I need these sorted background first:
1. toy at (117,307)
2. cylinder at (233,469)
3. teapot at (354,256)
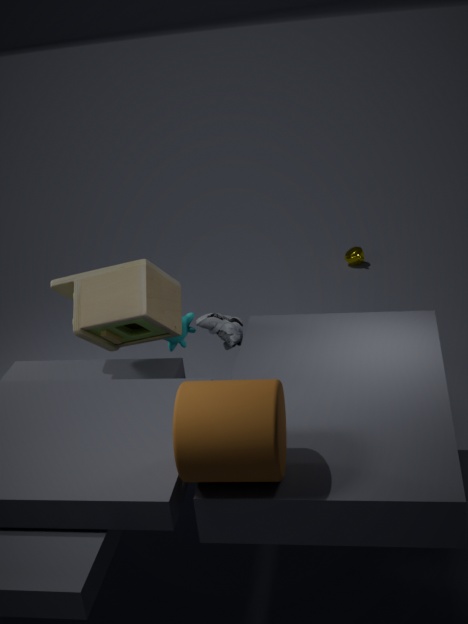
teapot at (354,256), toy at (117,307), cylinder at (233,469)
